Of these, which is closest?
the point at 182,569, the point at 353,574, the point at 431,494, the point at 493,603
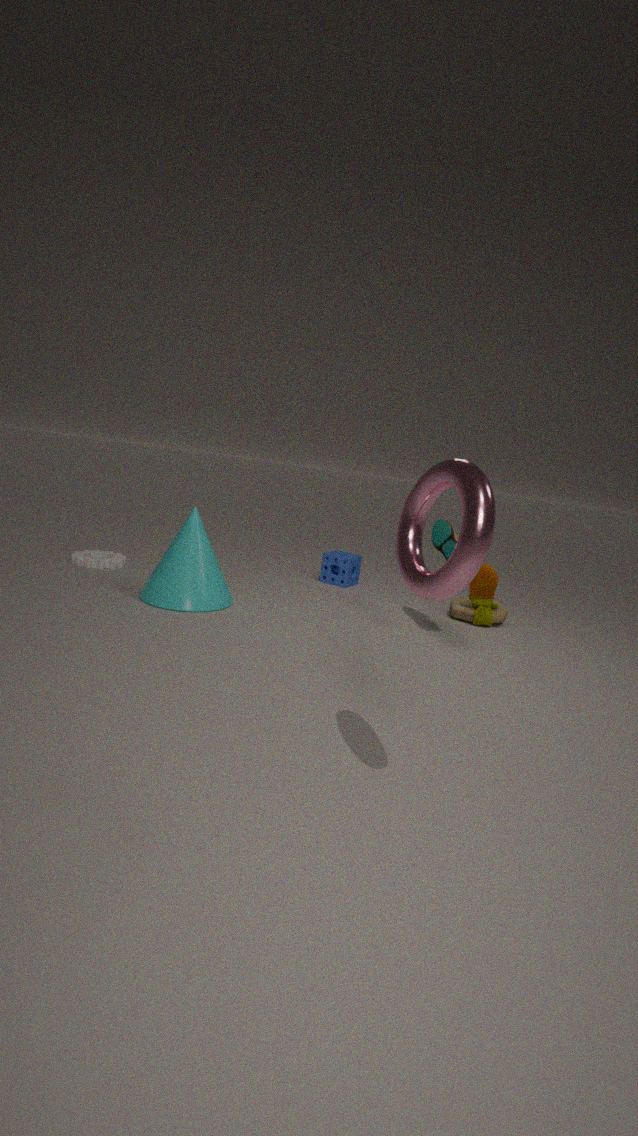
the point at 431,494
